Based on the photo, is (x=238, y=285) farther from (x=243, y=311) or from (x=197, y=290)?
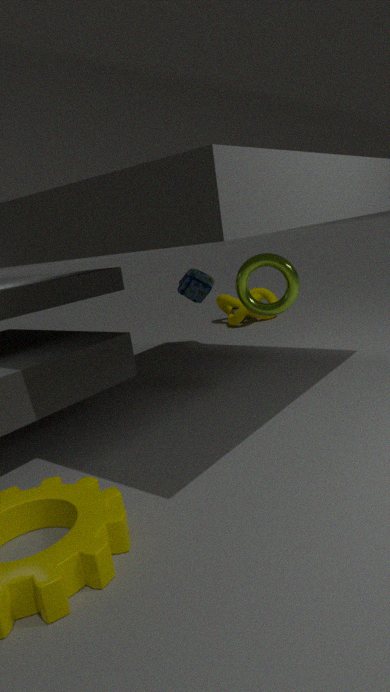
(x=243, y=311)
